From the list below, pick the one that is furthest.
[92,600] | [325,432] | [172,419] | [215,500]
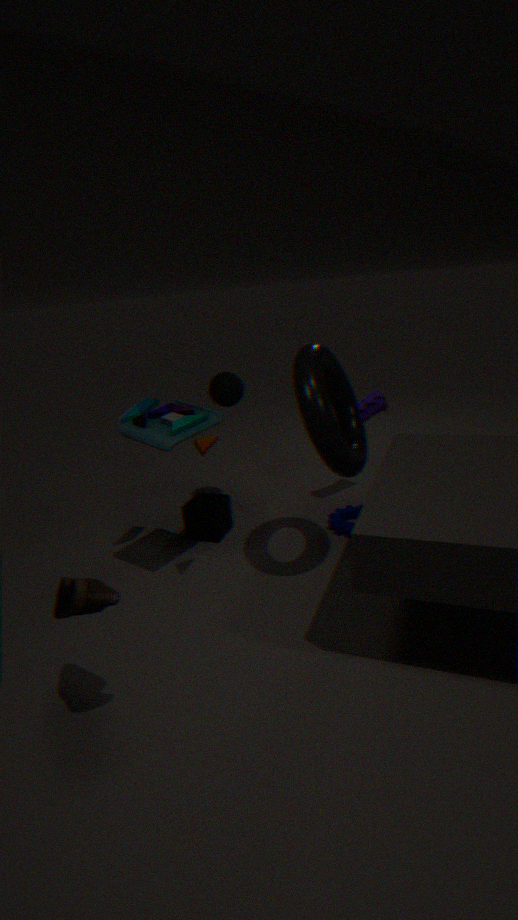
[215,500]
